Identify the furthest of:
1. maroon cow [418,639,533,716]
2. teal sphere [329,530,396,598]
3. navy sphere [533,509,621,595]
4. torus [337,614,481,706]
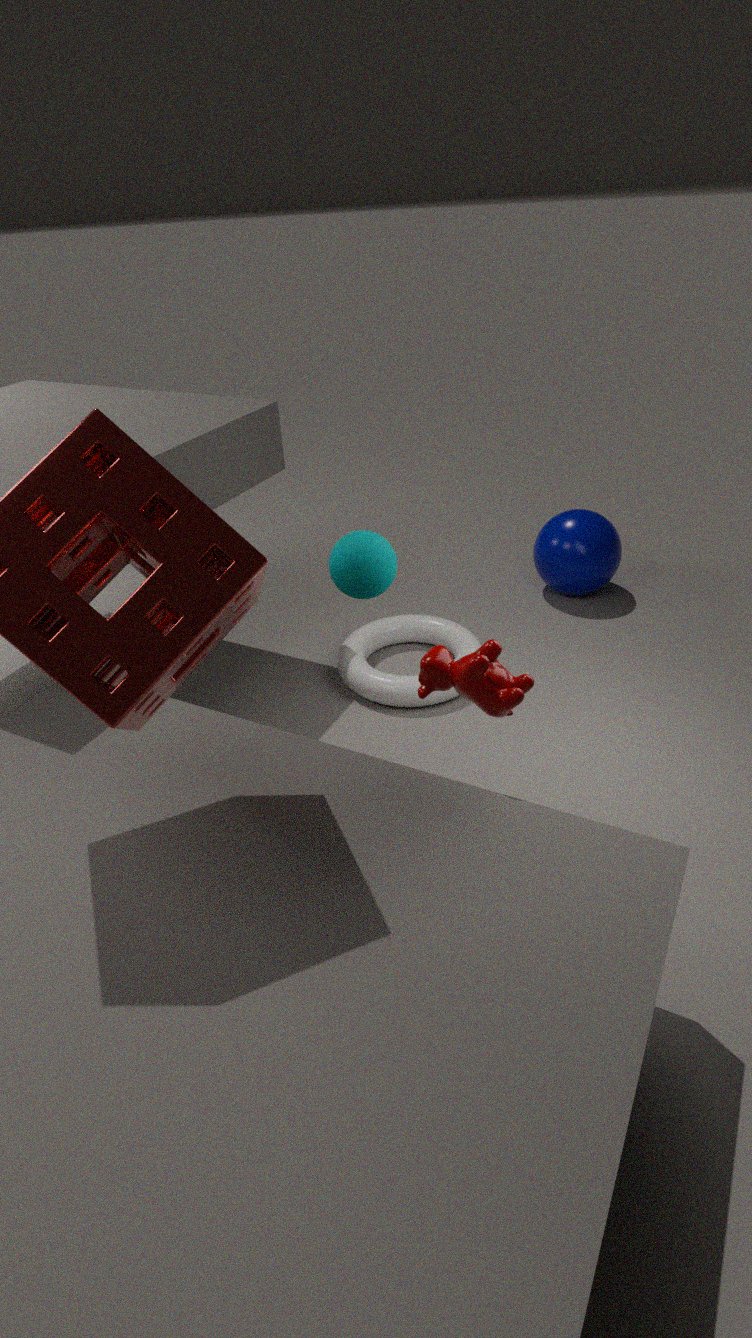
Answer: navy sphere [533,509,621,595]
